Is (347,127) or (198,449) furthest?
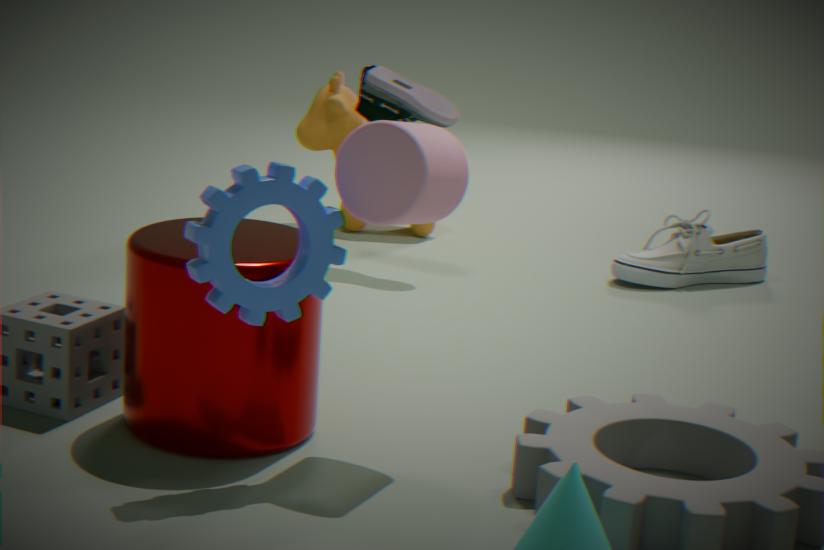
(347,127)
